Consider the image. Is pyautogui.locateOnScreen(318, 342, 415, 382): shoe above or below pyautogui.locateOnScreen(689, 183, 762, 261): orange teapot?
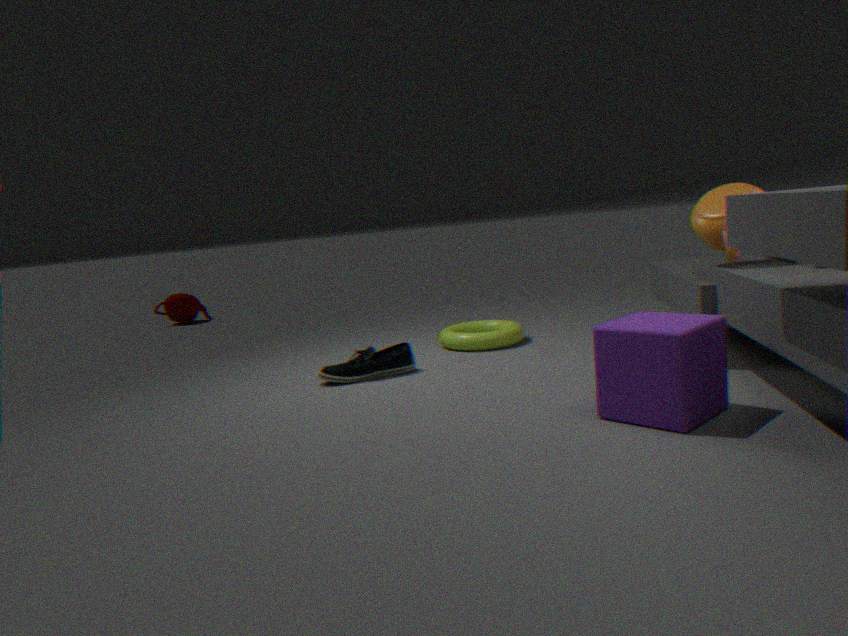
below
